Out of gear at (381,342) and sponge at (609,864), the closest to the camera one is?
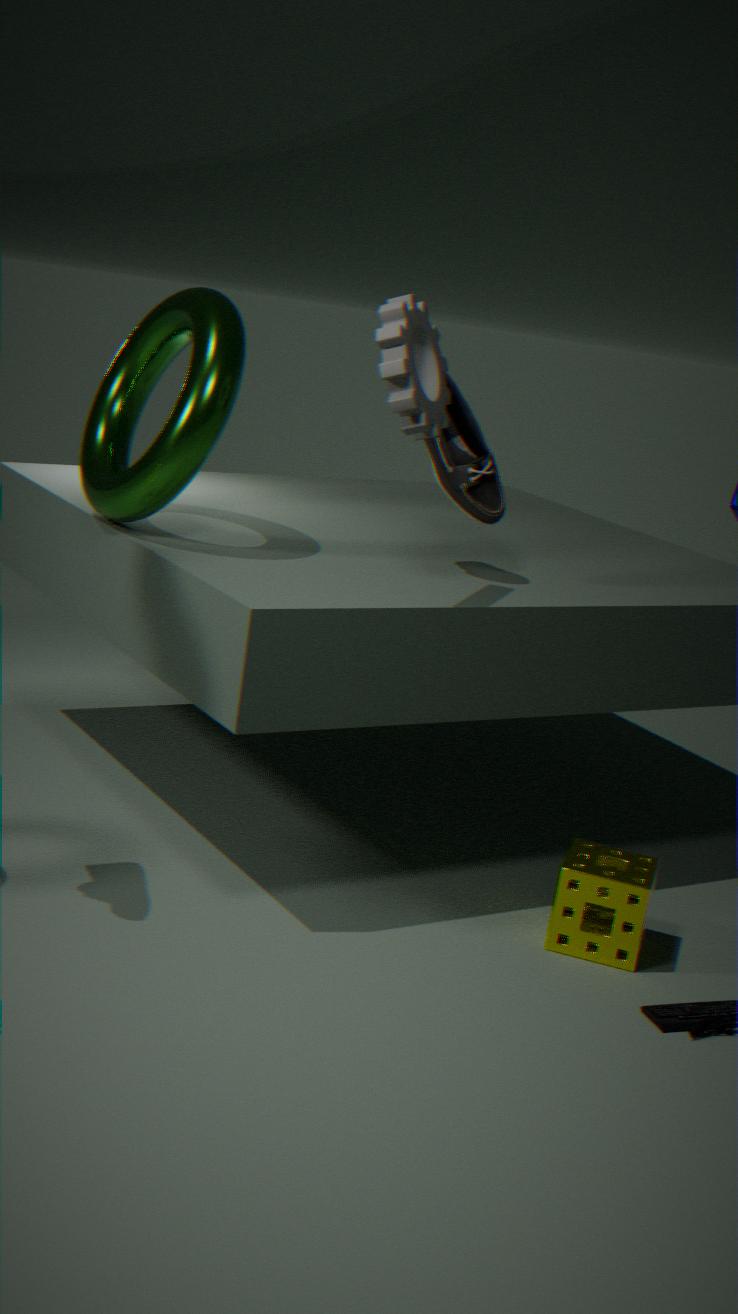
gear at (381,342)
